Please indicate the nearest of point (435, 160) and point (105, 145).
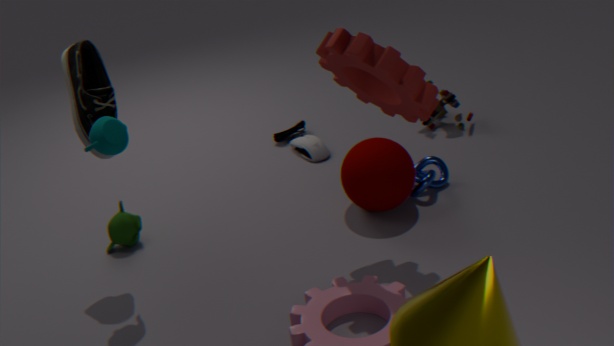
point (105, 145)
